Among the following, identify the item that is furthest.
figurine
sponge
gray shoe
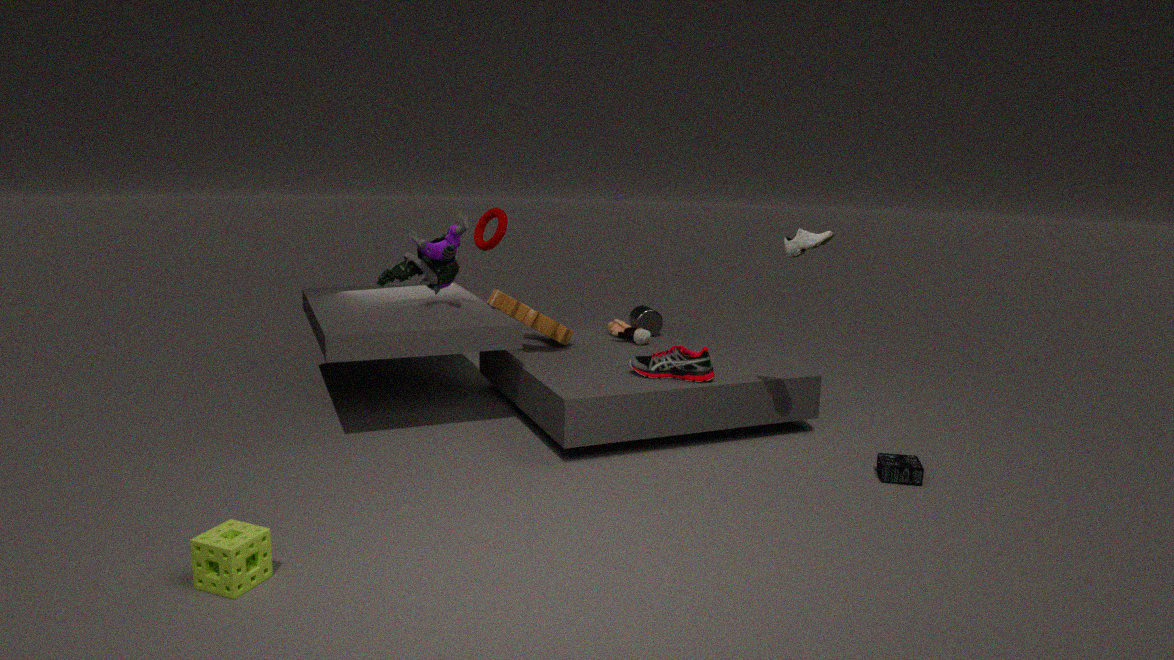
figurine
